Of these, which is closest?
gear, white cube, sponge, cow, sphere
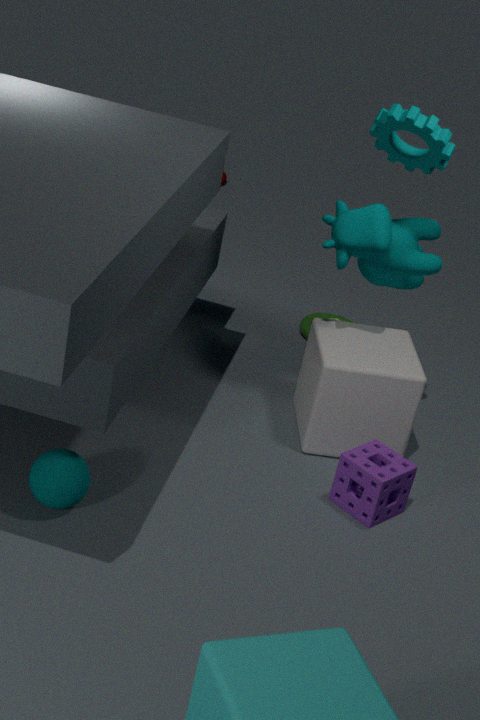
sphere
